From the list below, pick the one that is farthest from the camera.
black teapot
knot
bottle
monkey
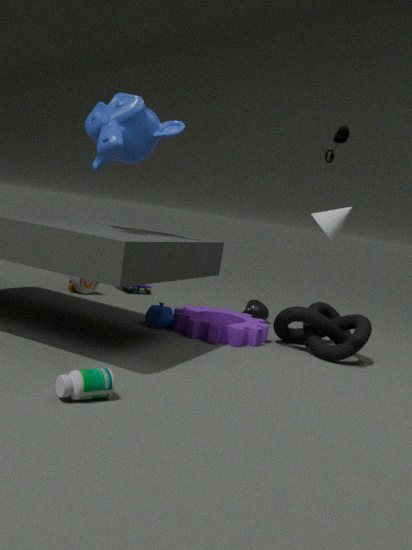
black teapot
